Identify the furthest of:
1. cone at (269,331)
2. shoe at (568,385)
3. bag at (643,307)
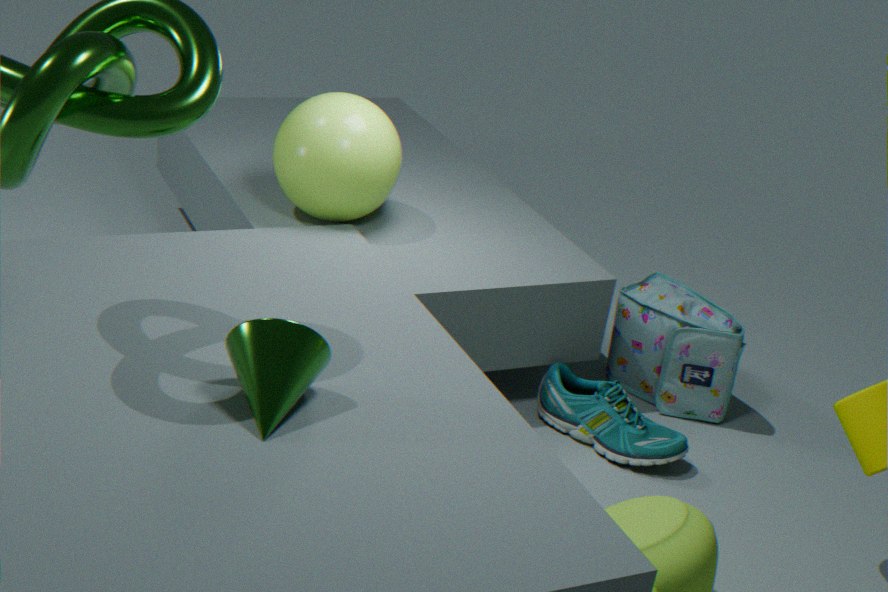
bag at (643,307)
